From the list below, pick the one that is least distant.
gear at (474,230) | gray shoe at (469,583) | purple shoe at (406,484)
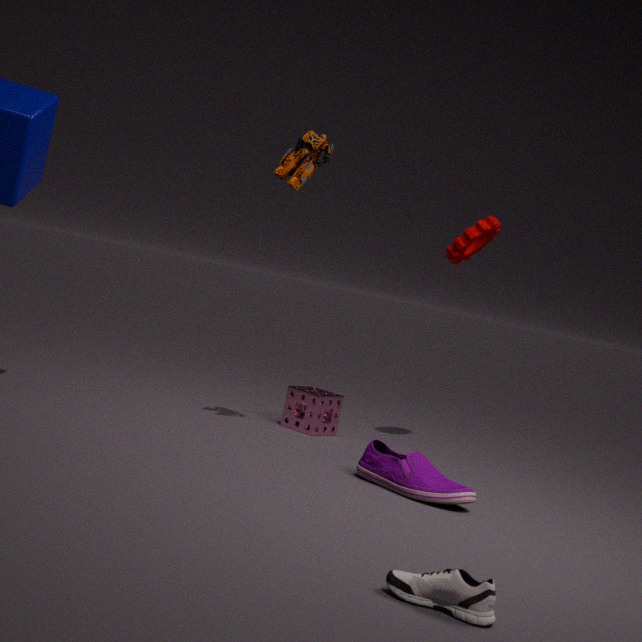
gray shoe at (469,583)
